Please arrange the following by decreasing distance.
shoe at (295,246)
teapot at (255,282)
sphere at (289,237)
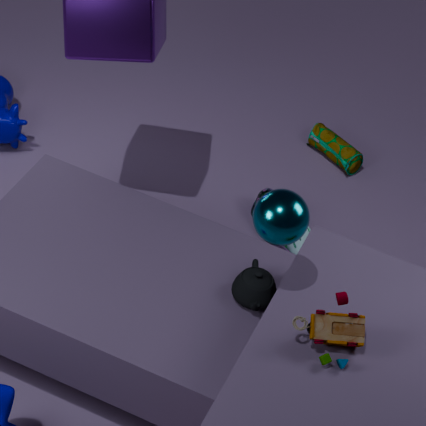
shoe at (295,246)
teapot at (255,282)
sphere at (289,237)
